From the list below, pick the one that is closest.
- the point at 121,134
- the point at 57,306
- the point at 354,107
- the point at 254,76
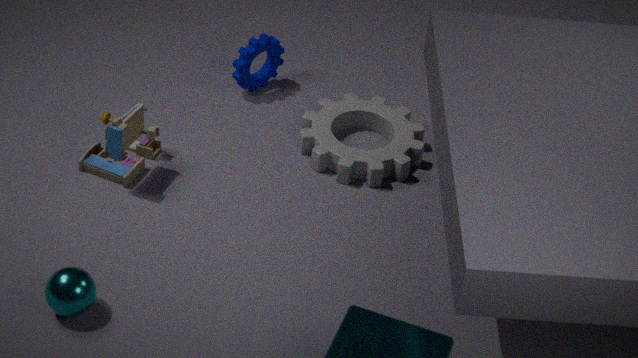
the point at 57,306
